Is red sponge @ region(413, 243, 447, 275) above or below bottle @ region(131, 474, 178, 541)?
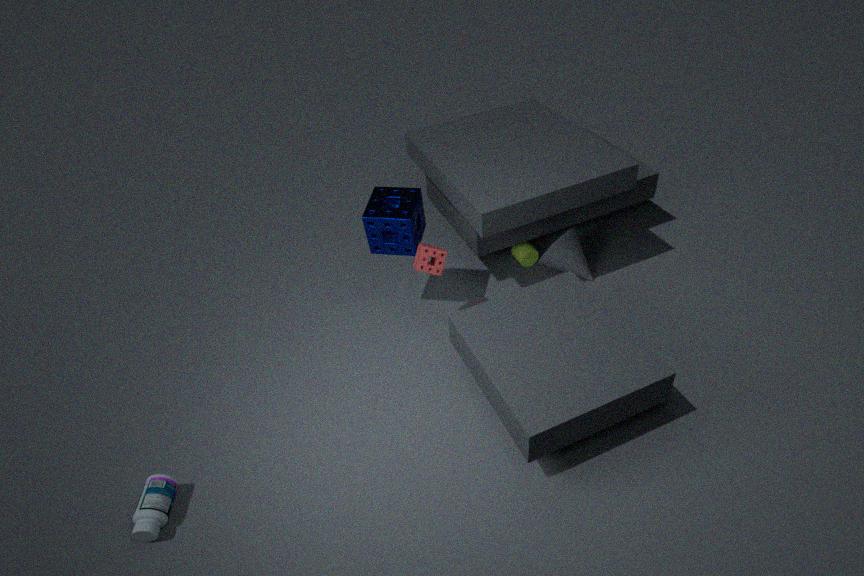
above
